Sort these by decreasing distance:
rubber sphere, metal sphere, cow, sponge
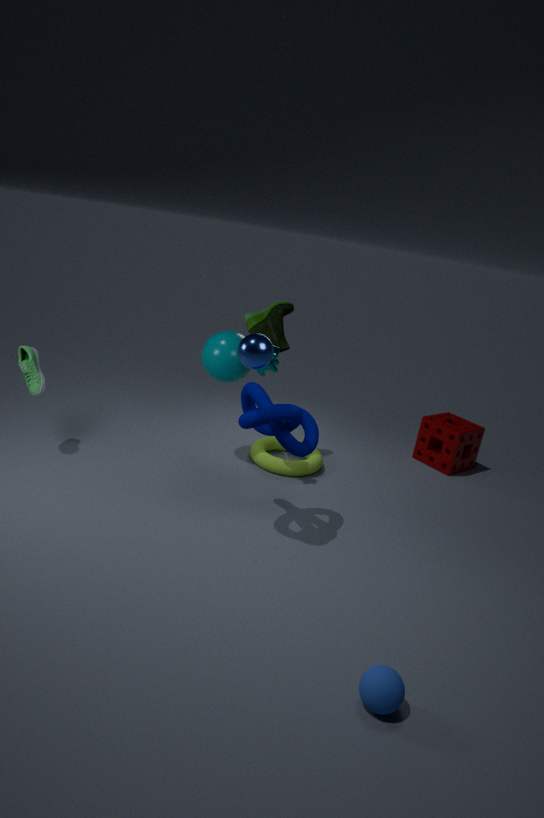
sponge
cow
metal sphere
rubber sphere
